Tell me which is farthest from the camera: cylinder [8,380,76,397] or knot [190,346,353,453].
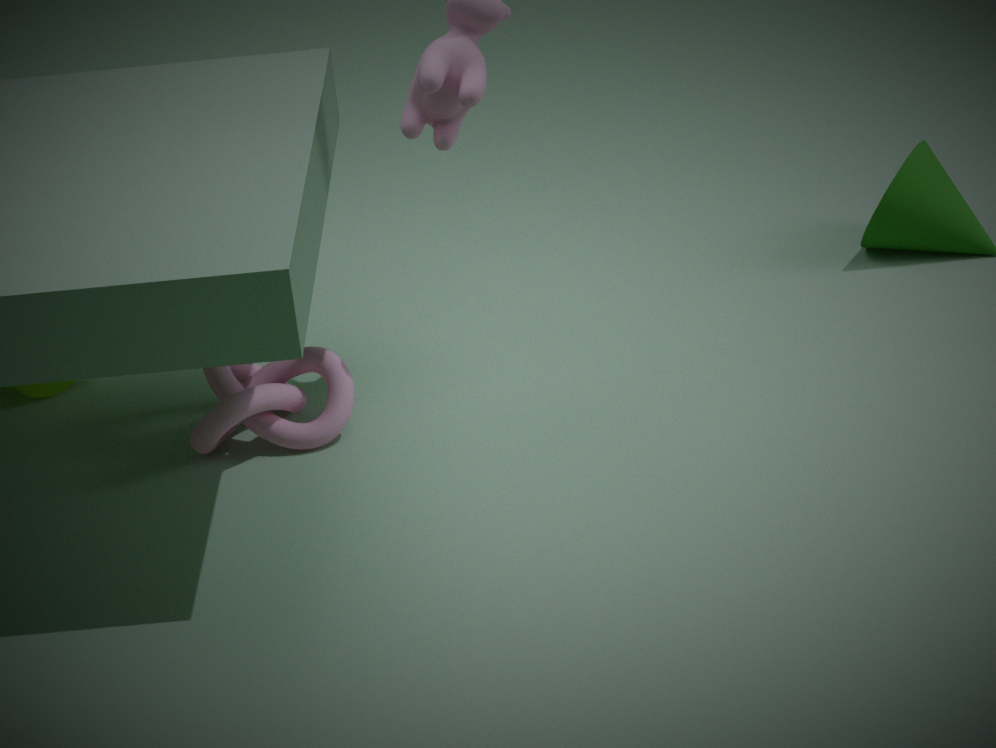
cylinder [8,380,76,397]
